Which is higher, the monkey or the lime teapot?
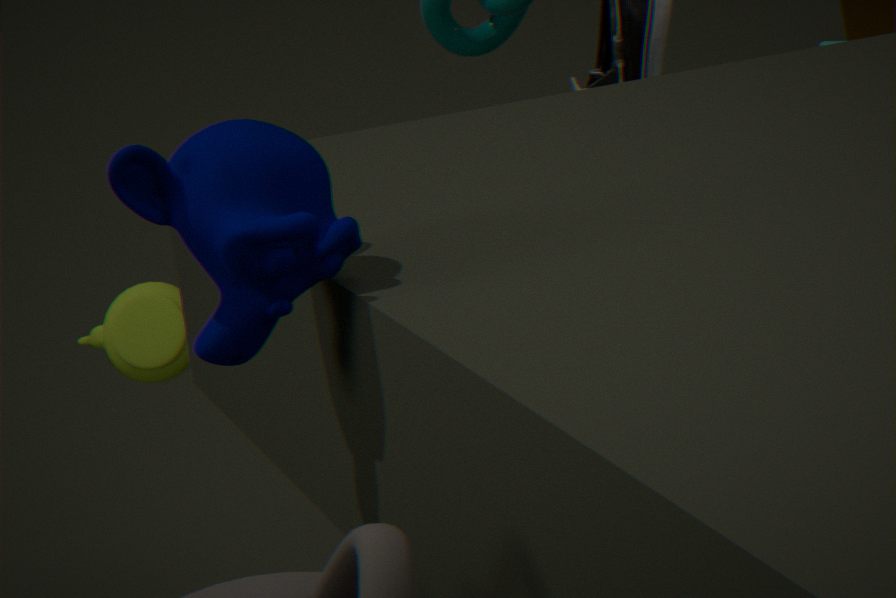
the monkey
